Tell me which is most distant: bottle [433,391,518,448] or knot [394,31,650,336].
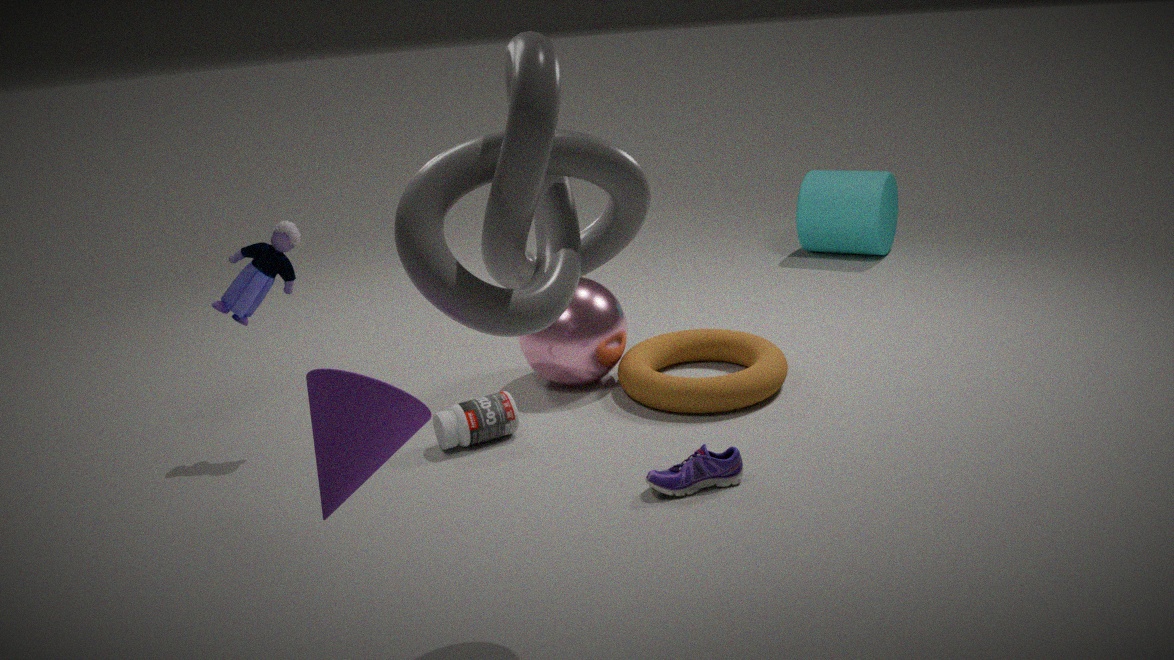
bottle [433,391,518,448]
